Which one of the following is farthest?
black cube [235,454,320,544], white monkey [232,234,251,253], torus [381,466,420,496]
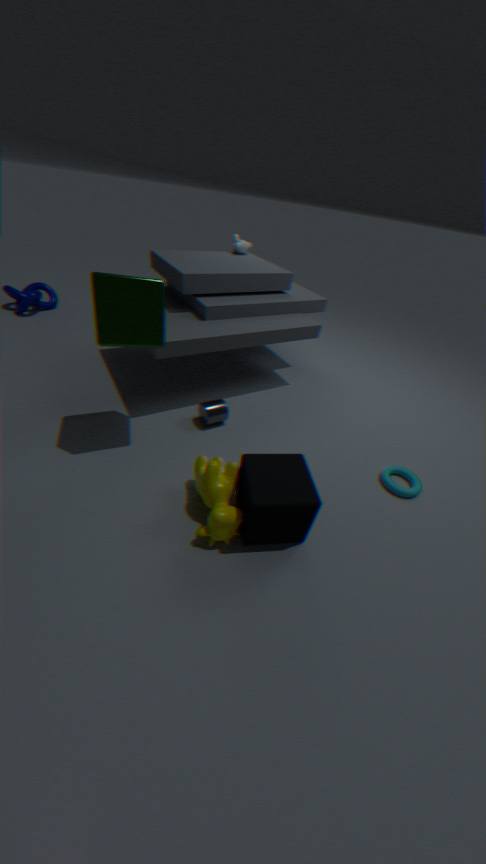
white monkey [232,234,251,253]
